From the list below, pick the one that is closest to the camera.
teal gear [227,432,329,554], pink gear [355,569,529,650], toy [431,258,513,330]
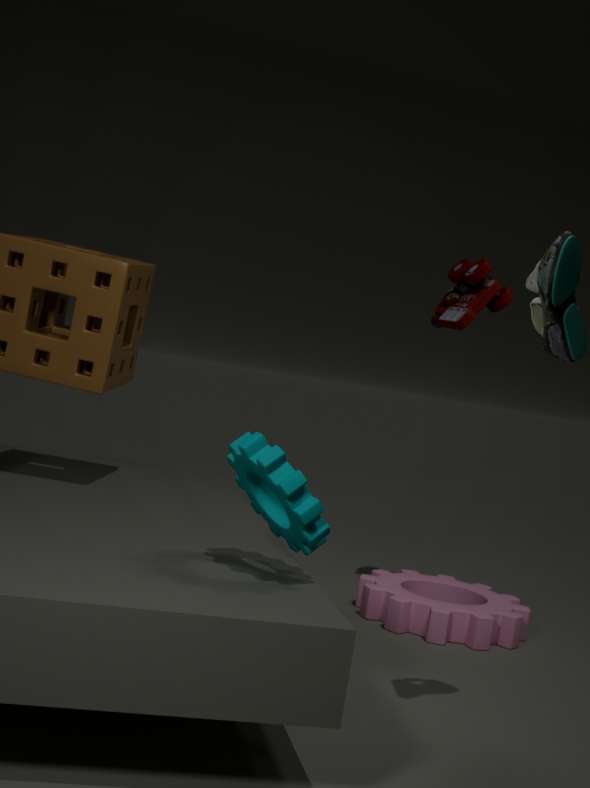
teal gear [227,432,329,554]
